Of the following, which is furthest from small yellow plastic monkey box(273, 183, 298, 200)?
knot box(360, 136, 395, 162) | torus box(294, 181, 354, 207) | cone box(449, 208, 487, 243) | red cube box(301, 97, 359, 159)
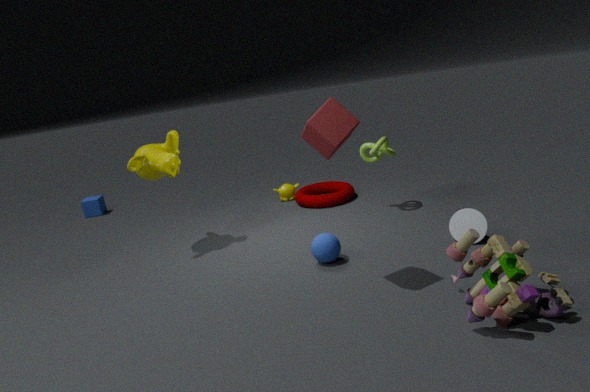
red cube box(301, 97, 359, 159)
